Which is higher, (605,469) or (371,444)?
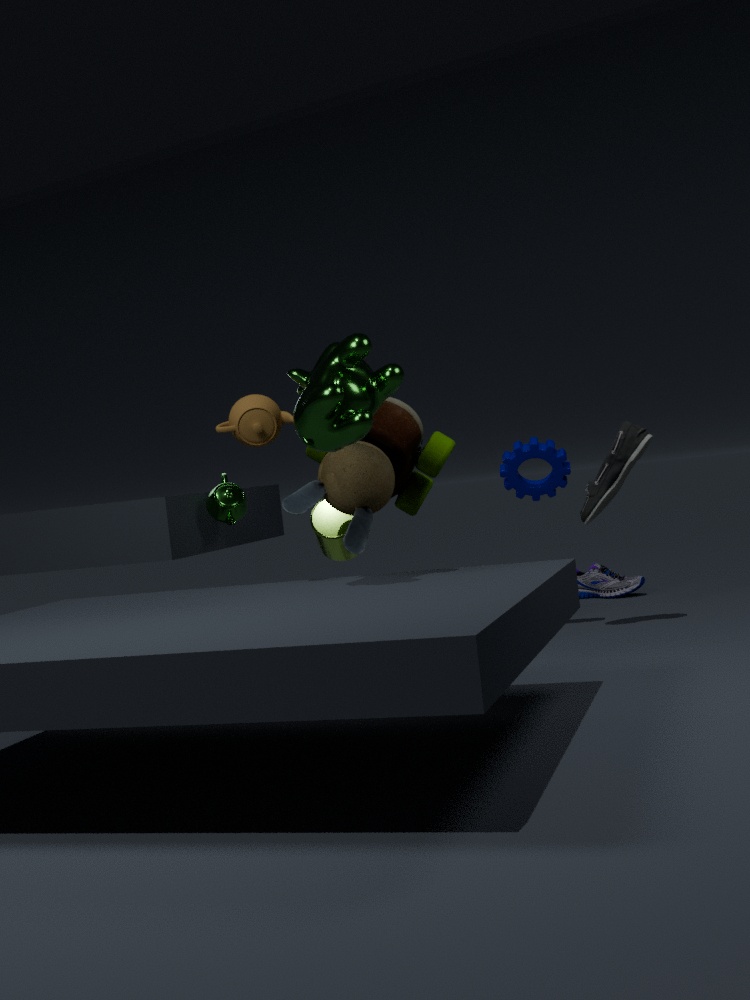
(371,444)
